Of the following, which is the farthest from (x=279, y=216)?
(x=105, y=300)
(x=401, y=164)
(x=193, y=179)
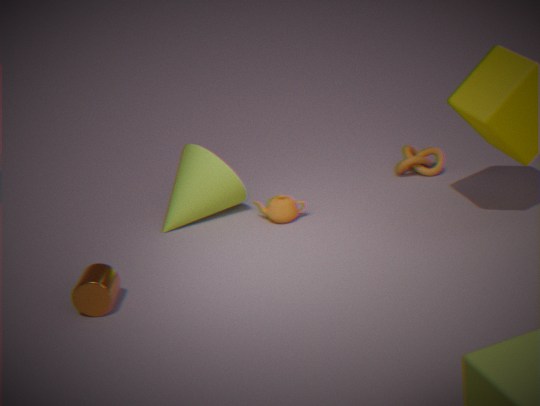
(x=105, y=300)
